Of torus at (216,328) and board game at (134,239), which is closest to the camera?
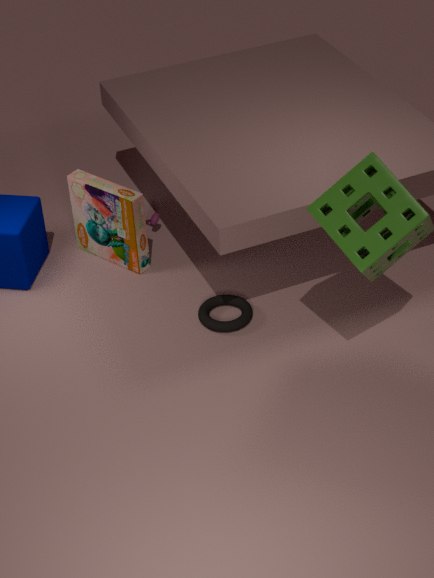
torus at (216,328)
